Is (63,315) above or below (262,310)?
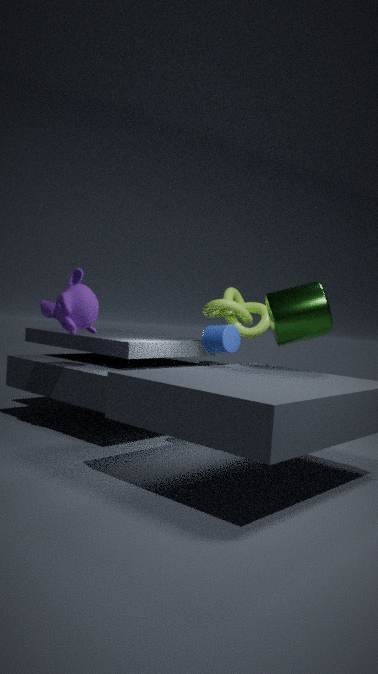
below
